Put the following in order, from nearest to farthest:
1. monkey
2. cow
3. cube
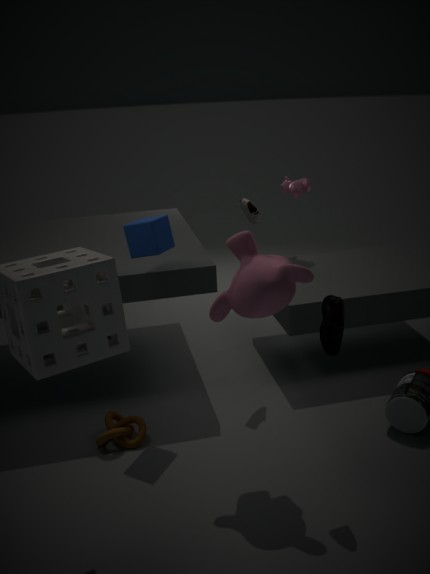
1. monkey
2. cube
3. cow
